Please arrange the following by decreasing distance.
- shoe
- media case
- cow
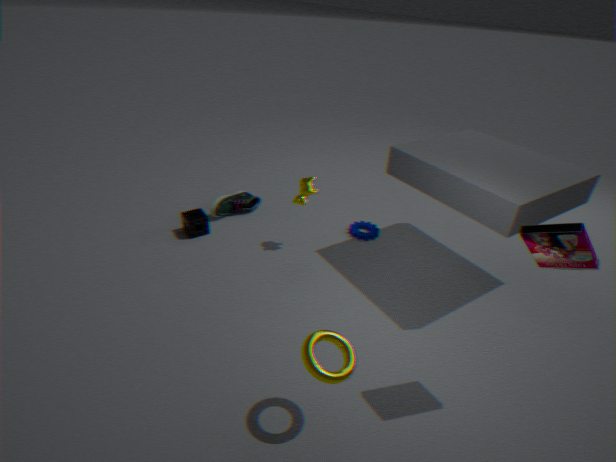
1. shoe
2. cow
3. media case
